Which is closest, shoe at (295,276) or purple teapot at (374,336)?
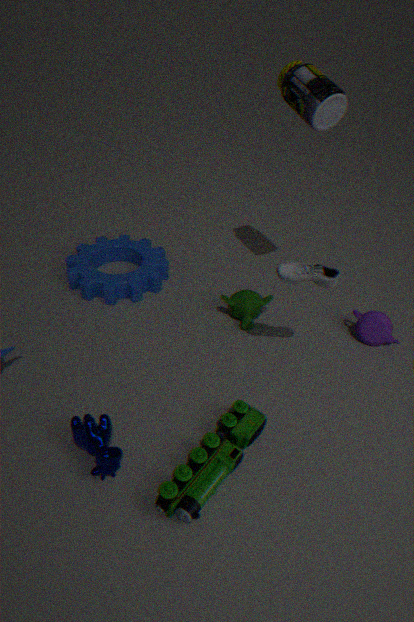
shoe at (295,276)
